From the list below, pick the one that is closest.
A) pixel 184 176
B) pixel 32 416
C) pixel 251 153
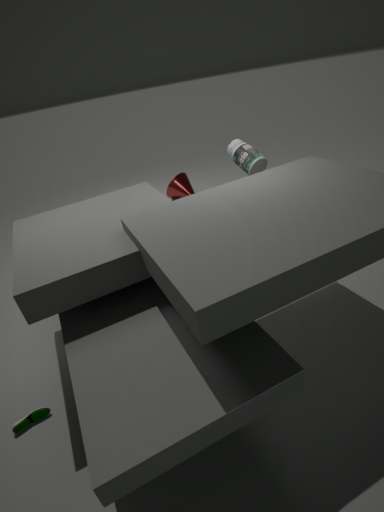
pixel 32 416
